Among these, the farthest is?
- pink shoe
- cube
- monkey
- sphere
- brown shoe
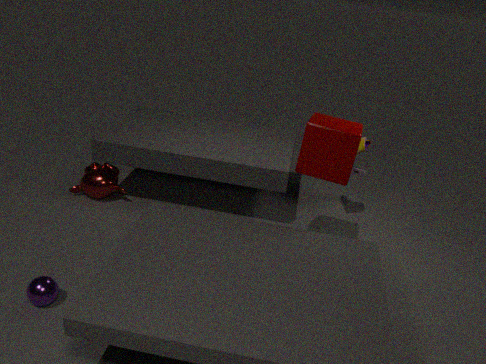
pink shoe
